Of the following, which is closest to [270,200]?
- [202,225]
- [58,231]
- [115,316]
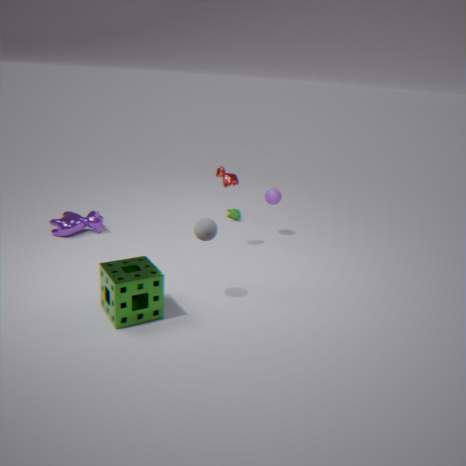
[202,225]
